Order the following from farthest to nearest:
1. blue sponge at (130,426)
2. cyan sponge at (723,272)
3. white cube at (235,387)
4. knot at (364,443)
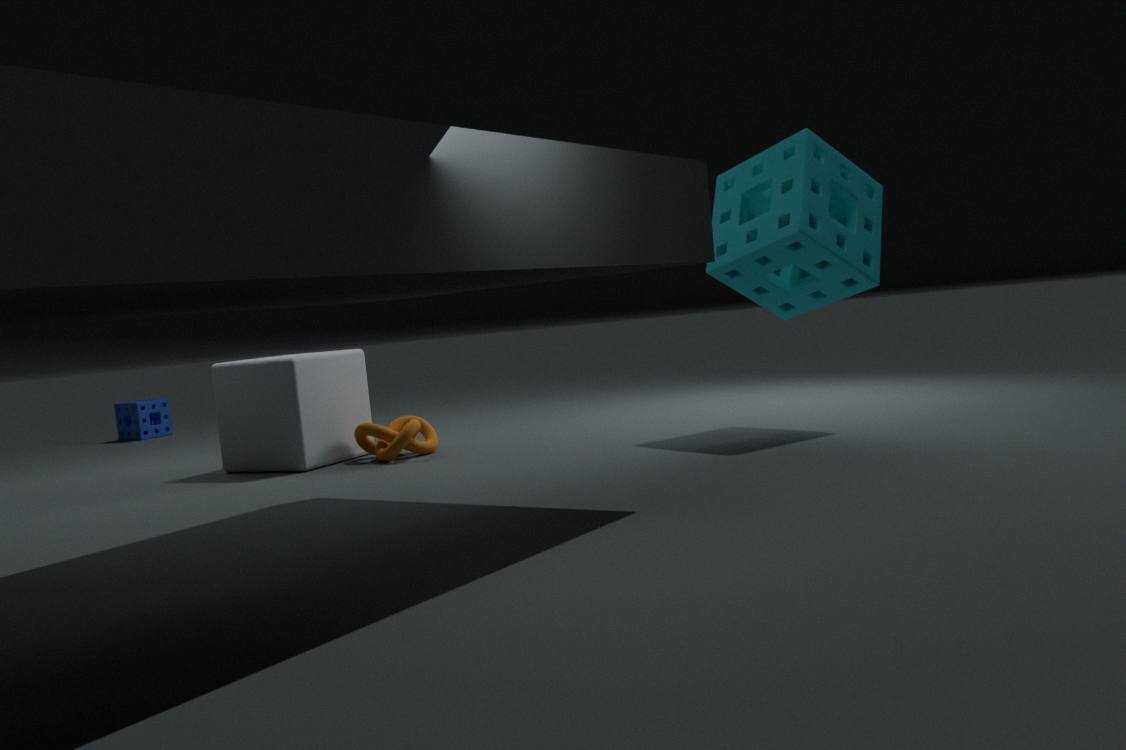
blue sponge at (130,426) < knot at (364,443) < white cube at (235,387) < cyan sponge at (723,272)
